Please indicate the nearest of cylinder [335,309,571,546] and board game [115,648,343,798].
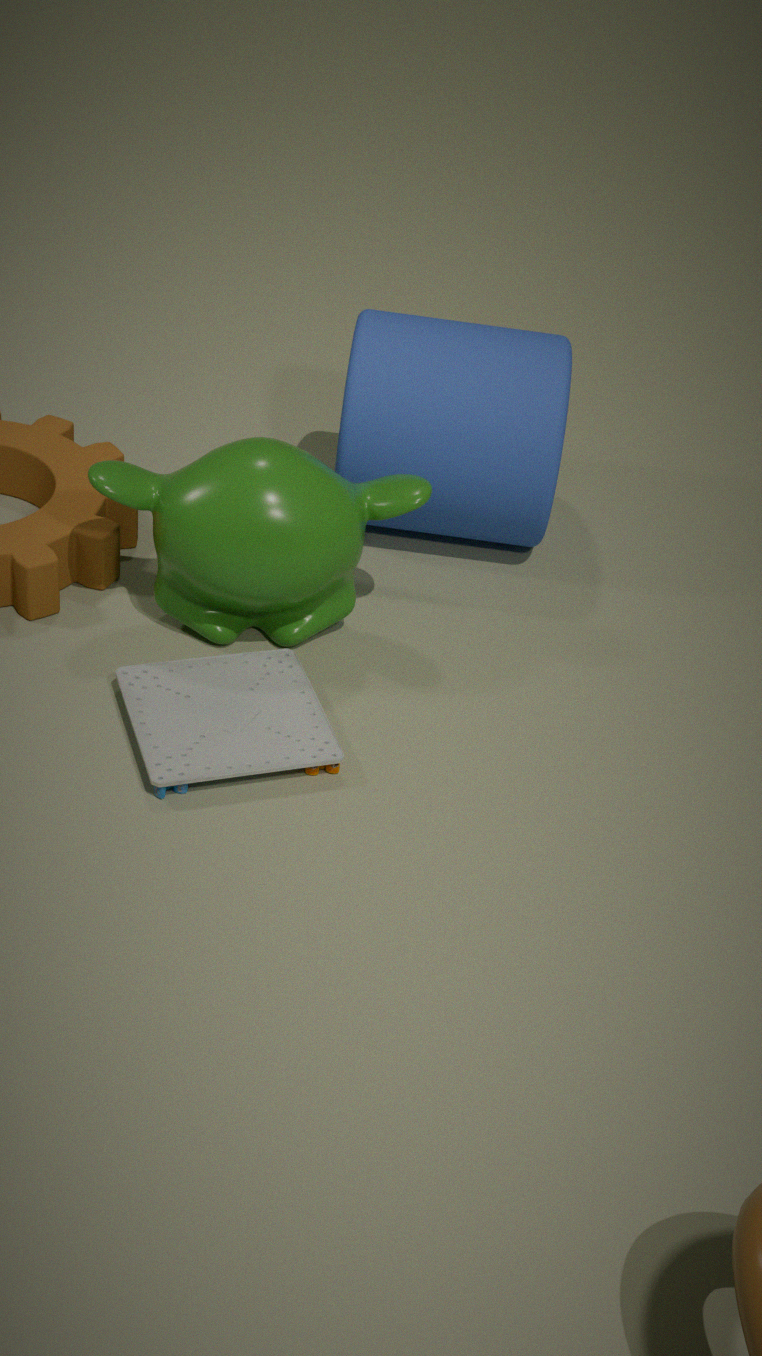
board game [115,648,343,798]
